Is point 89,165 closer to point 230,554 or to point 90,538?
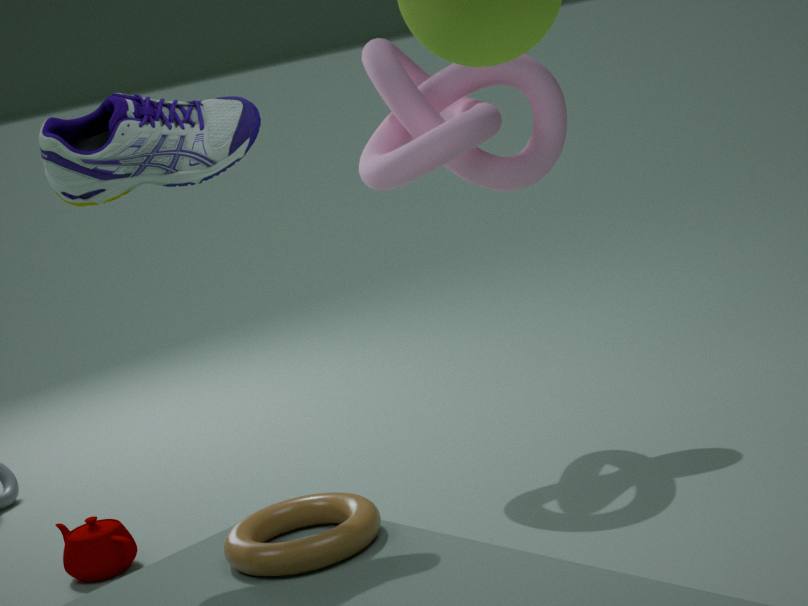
point 230,554
